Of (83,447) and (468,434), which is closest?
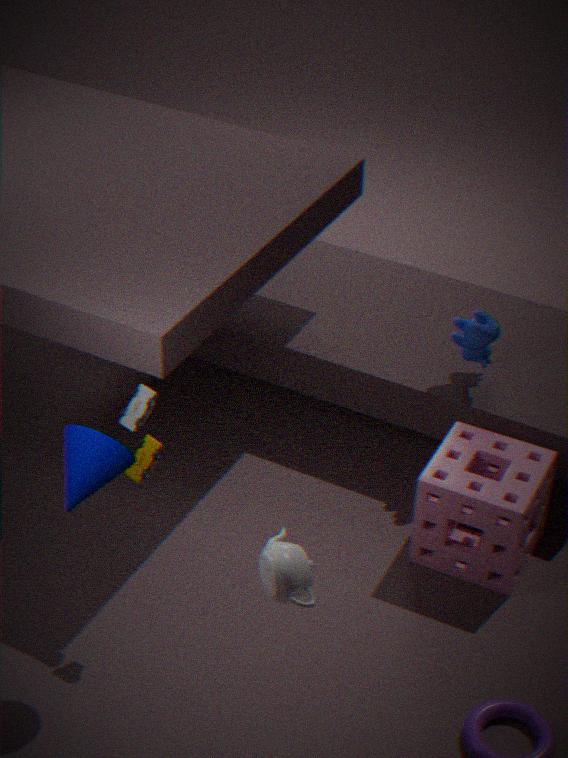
(83,447)
